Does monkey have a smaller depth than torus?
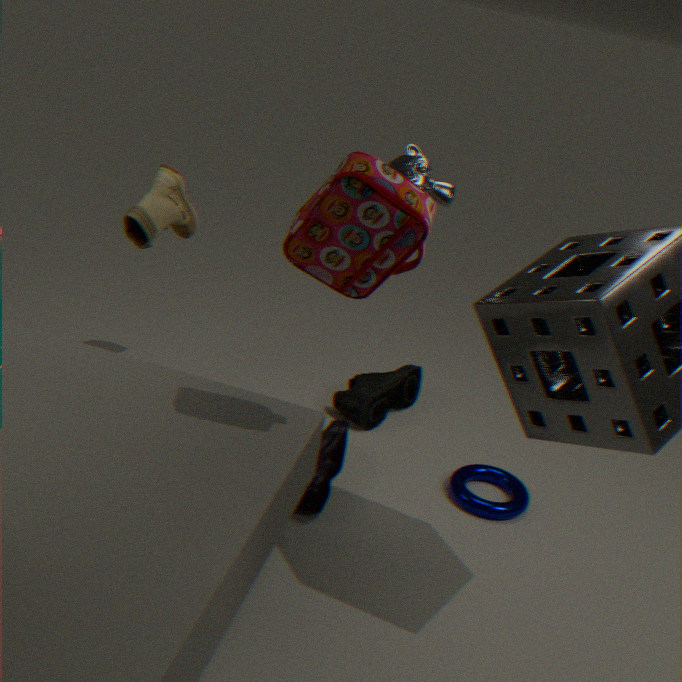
Yes
